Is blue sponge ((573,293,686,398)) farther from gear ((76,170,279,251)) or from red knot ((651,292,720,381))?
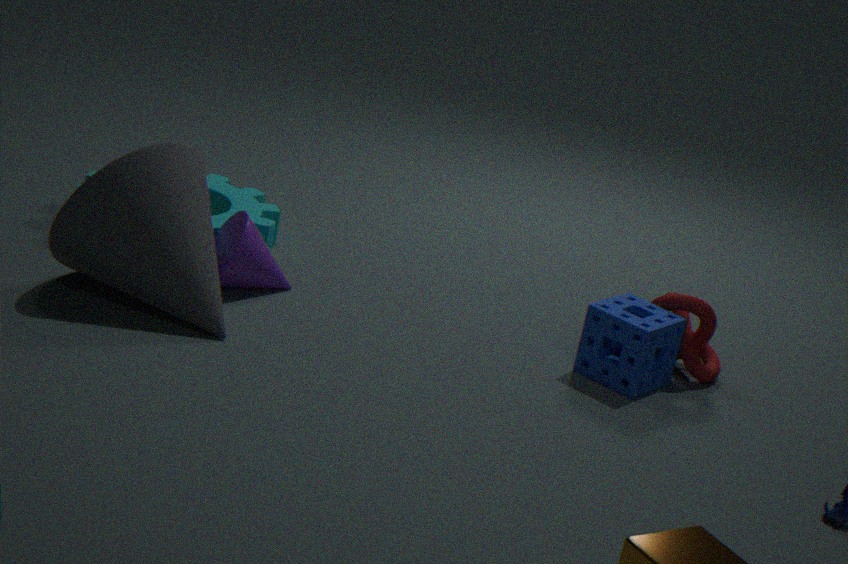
Result: gear ((76,170,279,251))
